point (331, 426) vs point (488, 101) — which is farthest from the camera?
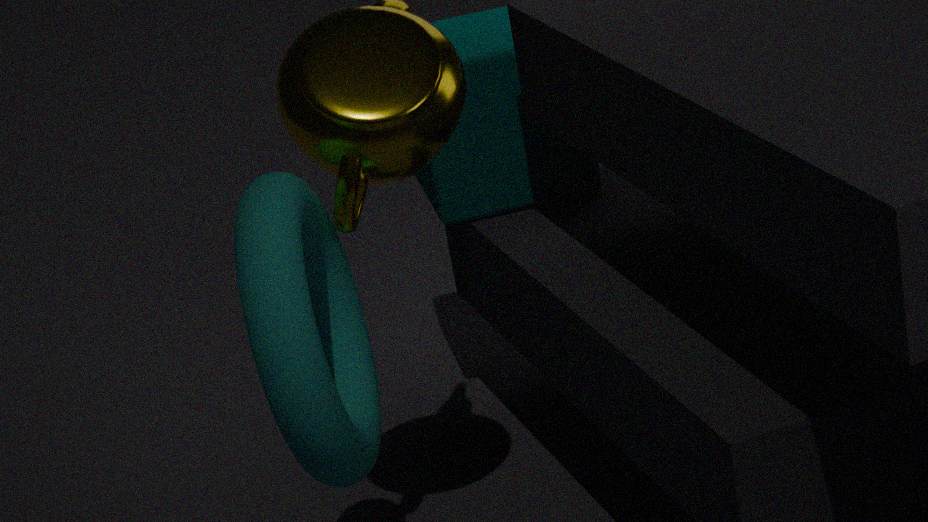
point (488, 101)
